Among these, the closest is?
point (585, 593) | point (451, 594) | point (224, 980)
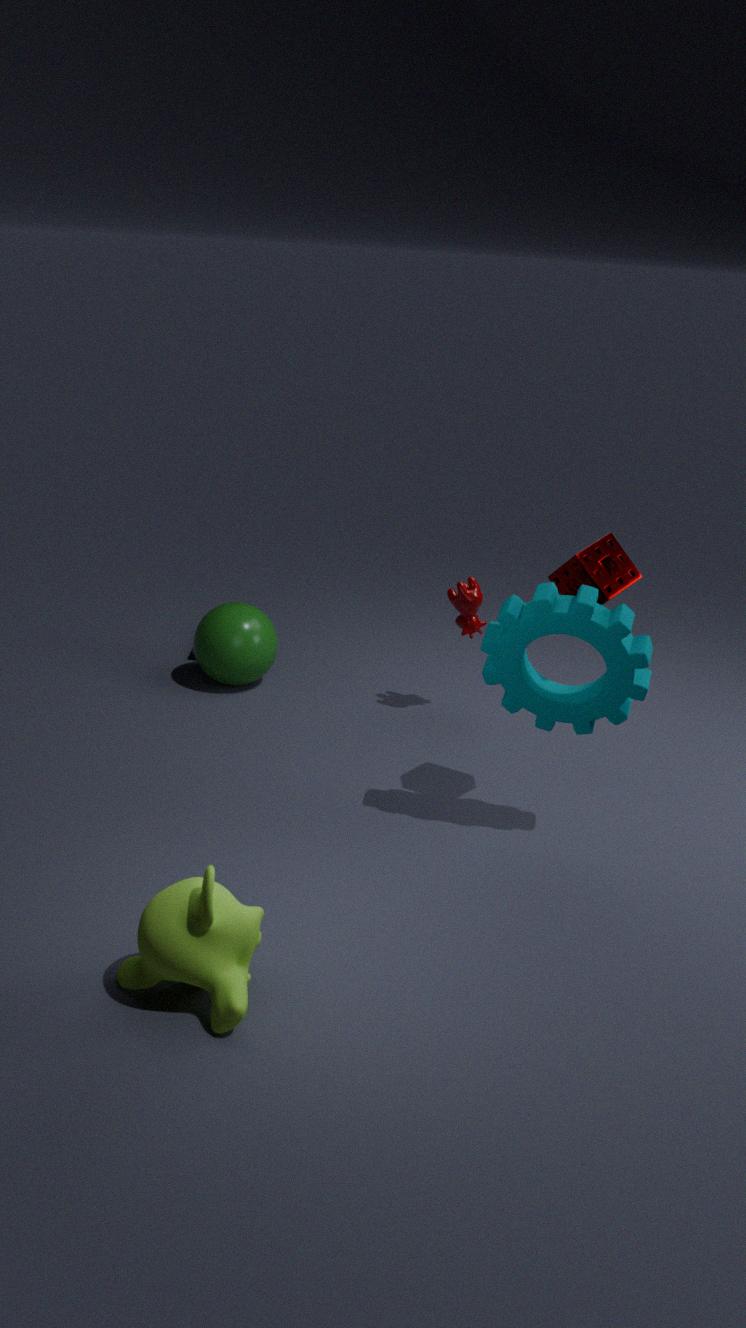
point (224, 980)
